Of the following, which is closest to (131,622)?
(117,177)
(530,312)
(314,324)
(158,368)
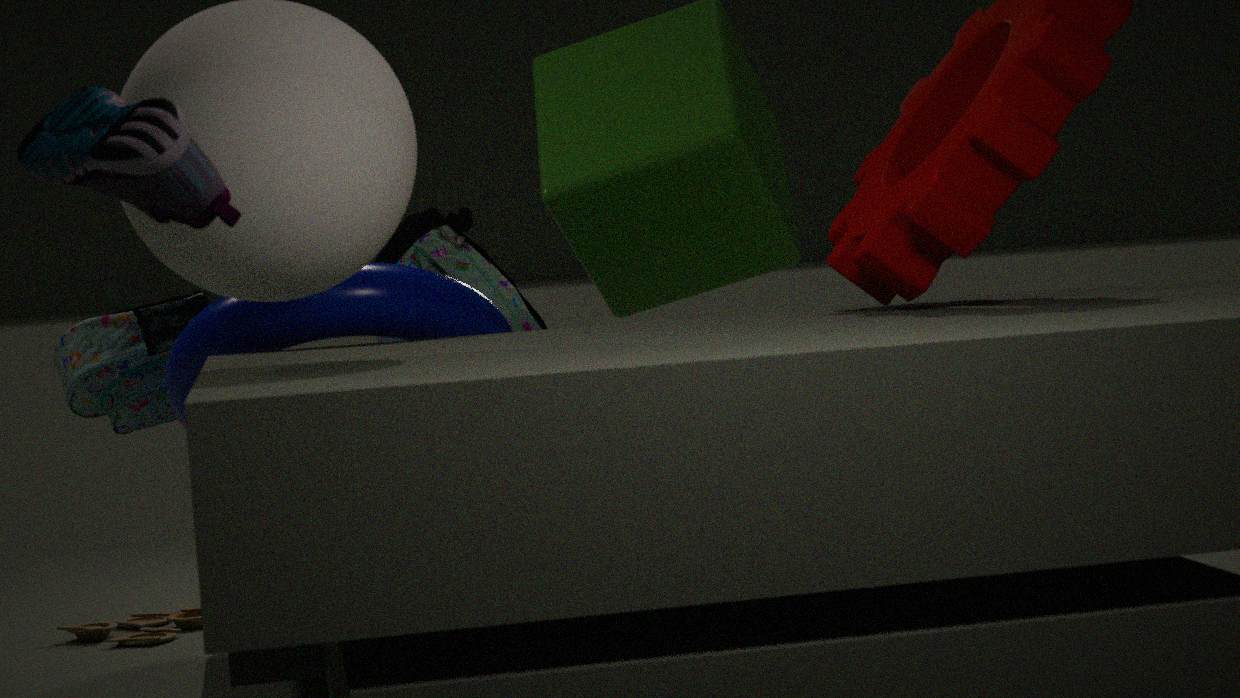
(158,368)
